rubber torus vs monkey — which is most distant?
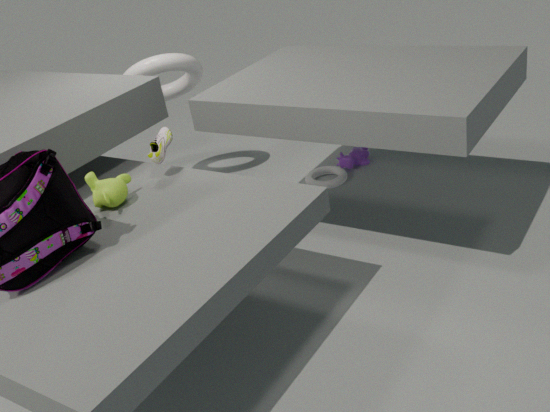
rubber torus
